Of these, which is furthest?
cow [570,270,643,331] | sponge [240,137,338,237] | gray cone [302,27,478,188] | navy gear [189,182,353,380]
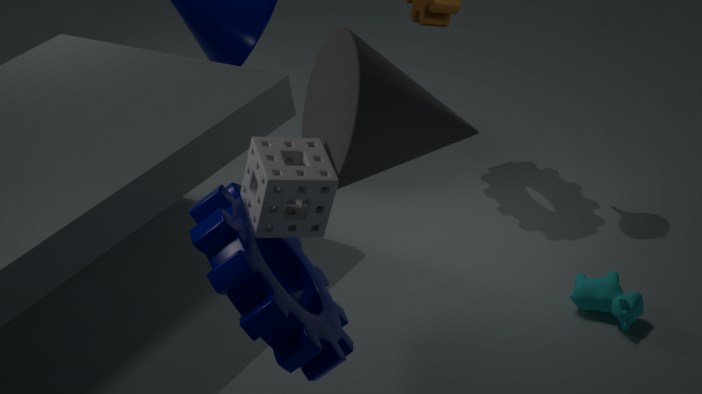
cow [570,270,643,331]
